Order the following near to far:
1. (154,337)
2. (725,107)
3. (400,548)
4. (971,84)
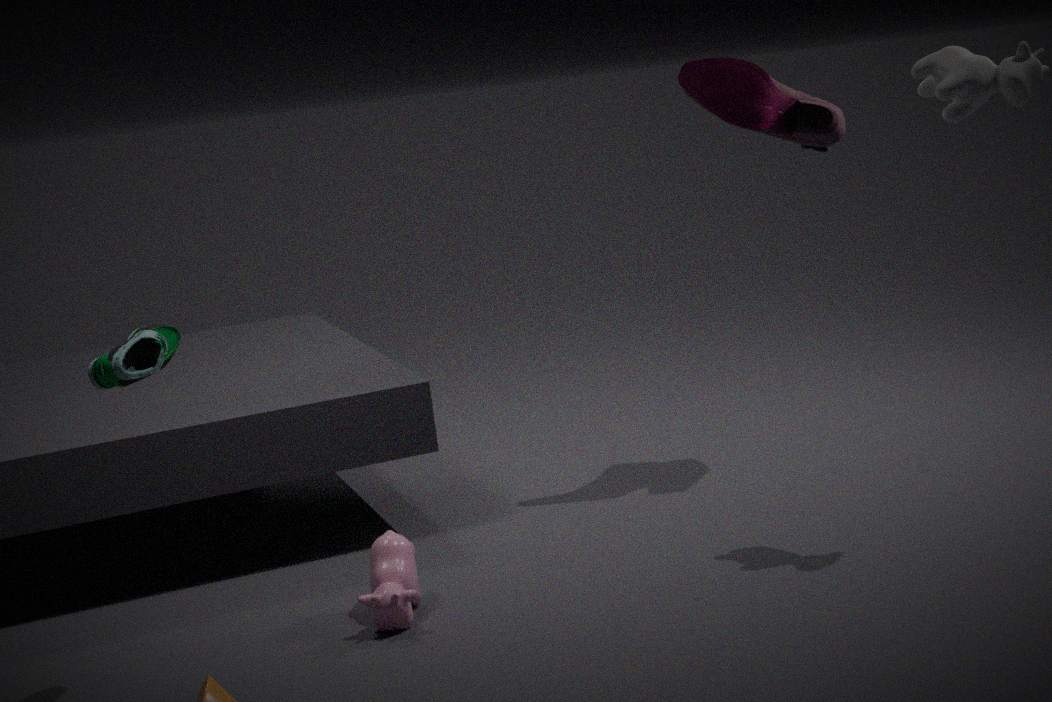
(154,337)
(971,84)
(400,548)
(725,107)
